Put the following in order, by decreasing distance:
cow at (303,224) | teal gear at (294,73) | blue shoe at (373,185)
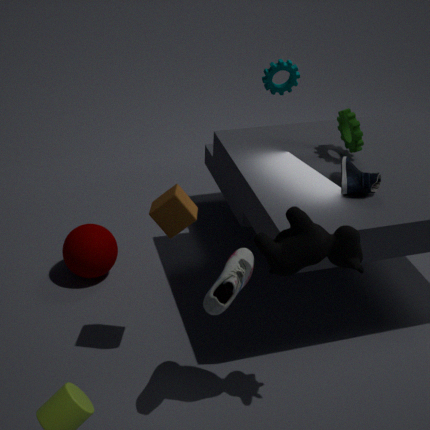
teal gear at (294,73) < blue shoe at (373,185) < cow at (303,224)
